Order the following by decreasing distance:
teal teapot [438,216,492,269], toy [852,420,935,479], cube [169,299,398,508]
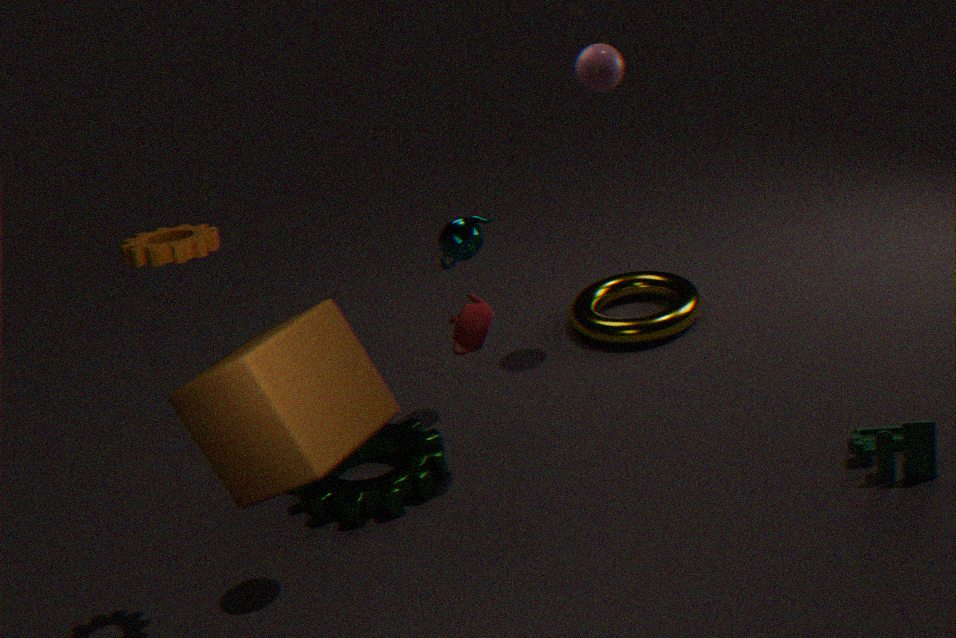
teal teapot [438,216,492,269] → toy [852,420,935,479] → cube [169,299,398,508]
